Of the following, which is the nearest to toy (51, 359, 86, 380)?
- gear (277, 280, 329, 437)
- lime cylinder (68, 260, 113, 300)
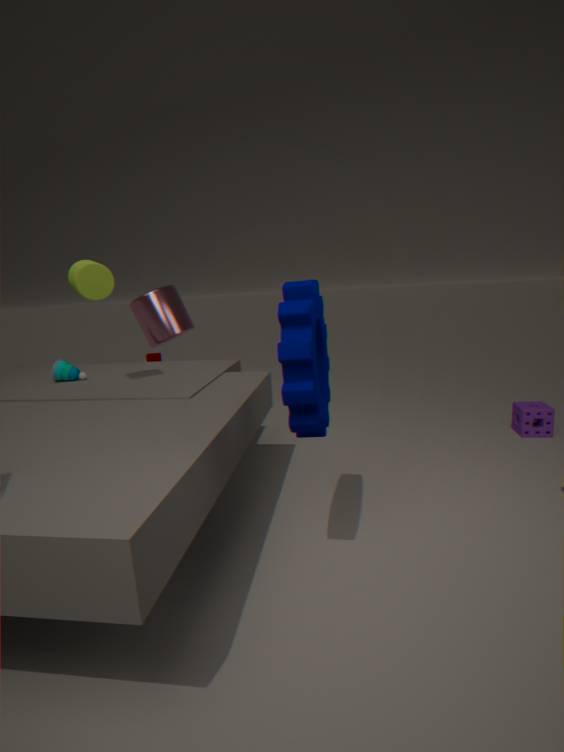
lime cylinder (68, 260, 113, 300)
